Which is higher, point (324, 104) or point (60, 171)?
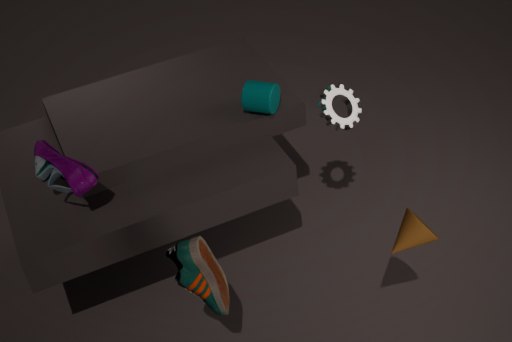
point (60, 171)
